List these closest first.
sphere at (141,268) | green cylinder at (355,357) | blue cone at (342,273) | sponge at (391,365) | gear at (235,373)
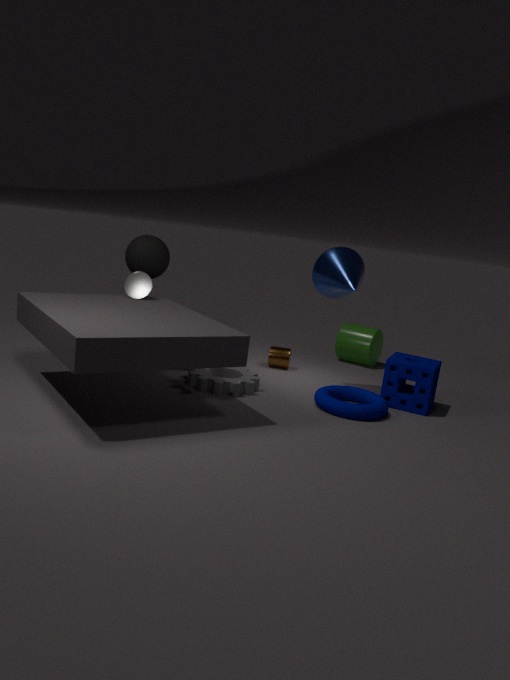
gear at (235,373), sponge at (391,365), blue cone at (342,273), sphere at (141,268), green cylinder at (355,357)
